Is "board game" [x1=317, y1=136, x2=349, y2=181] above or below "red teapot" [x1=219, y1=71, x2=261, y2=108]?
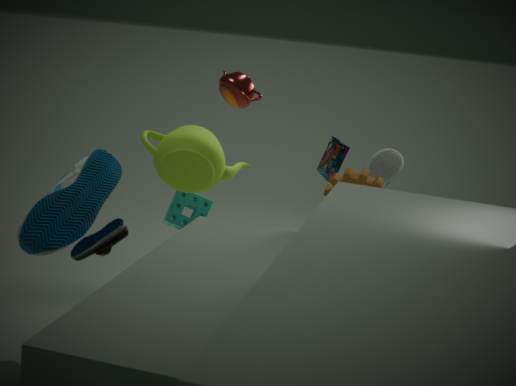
below
